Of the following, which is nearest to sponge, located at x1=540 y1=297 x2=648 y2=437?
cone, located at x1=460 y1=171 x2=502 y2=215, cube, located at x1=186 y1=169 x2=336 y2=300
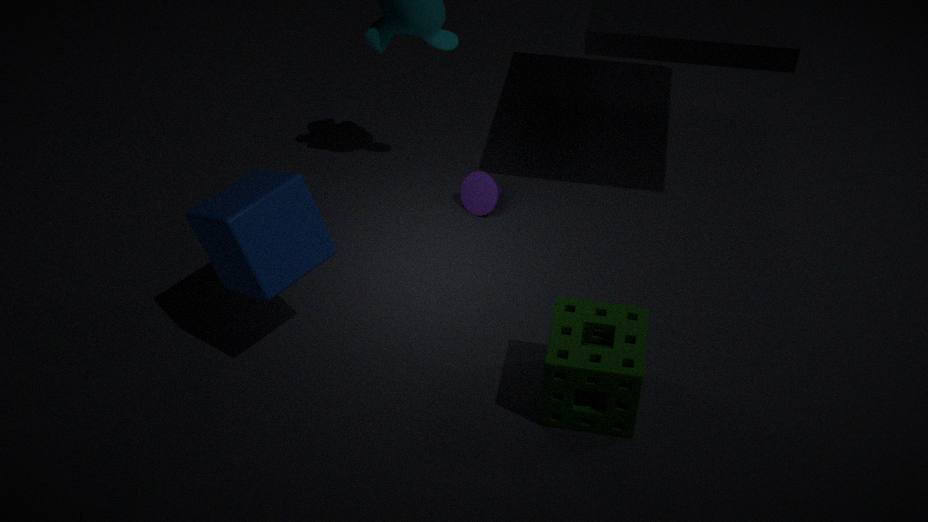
cube, located at x1=186 y1=169 x2=336 y2=300
